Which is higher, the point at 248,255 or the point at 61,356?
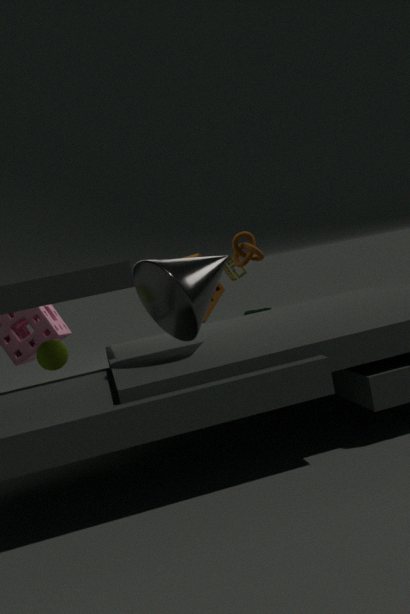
the point at 248,255
